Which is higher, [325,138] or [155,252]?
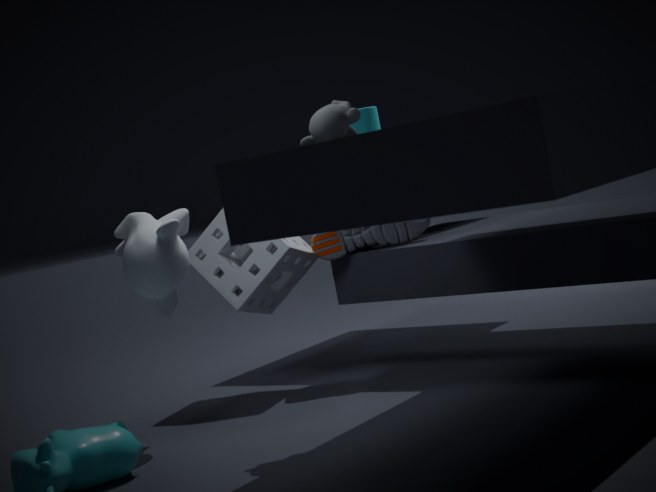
[325,138]
